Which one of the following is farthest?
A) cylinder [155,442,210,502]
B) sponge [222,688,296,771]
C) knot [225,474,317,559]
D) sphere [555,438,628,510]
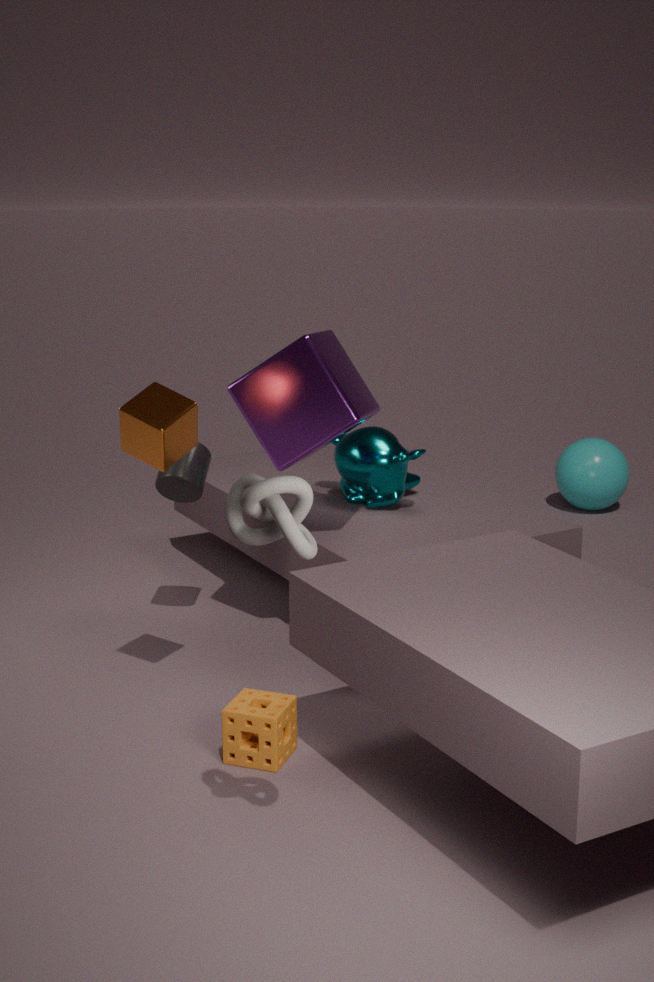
sphere [555,438,628,510]
